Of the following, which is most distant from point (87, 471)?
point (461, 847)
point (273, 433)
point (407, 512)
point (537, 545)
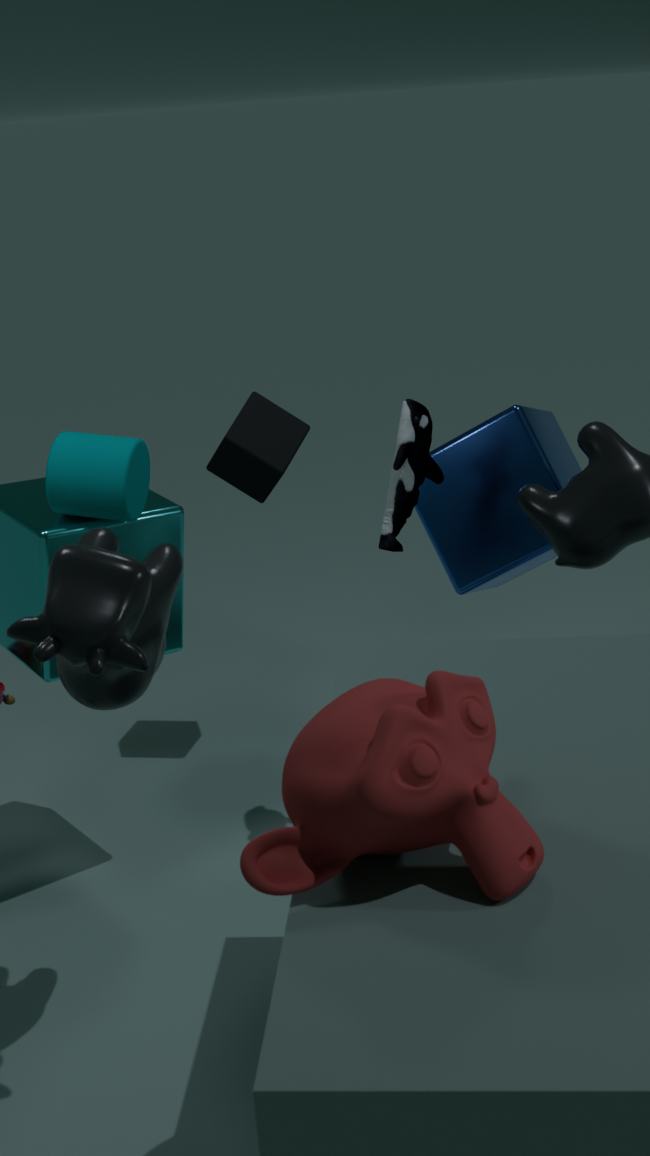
point (461, 847)
